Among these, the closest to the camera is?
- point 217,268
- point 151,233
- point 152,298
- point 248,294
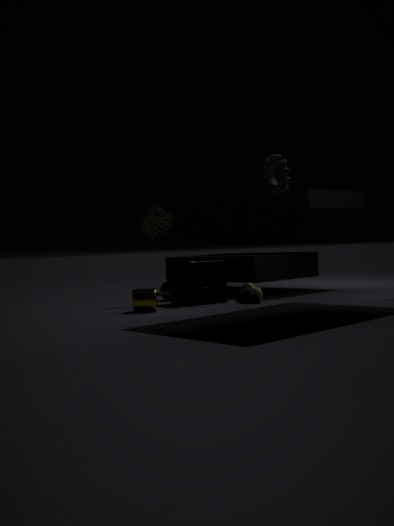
point 152,298
